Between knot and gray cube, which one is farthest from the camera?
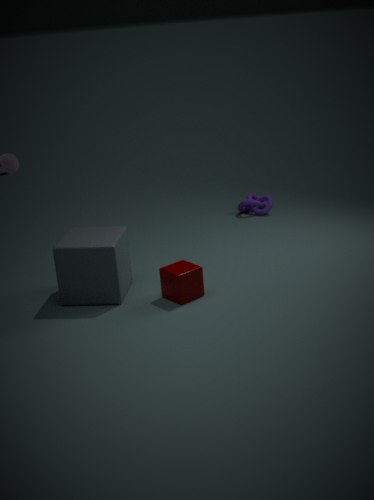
knot
